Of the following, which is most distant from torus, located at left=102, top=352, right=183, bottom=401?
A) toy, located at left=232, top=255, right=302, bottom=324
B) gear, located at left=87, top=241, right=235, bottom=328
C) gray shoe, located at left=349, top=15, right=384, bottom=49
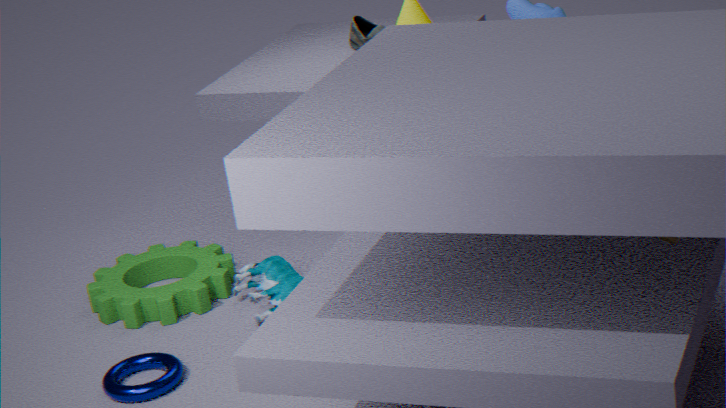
gray shoe, located at left=349, top=15, right=384, bottom=49
